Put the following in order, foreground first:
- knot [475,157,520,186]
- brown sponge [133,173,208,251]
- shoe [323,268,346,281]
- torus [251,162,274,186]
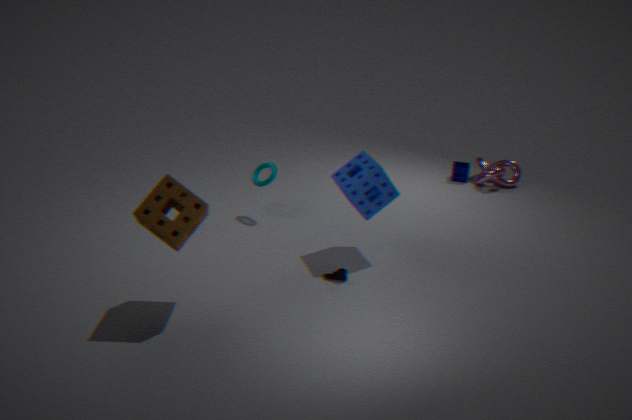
brown sponge [133,173,208,251] < shoe [323,268,346,281] < torus [251,162,274,186] < knot [475,157,520,186]
